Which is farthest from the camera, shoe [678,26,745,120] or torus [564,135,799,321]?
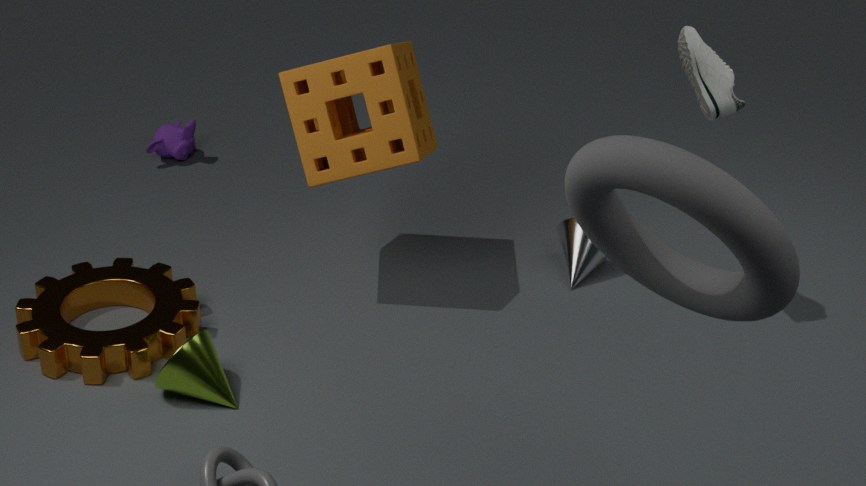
shoe [678,26,745,120]
